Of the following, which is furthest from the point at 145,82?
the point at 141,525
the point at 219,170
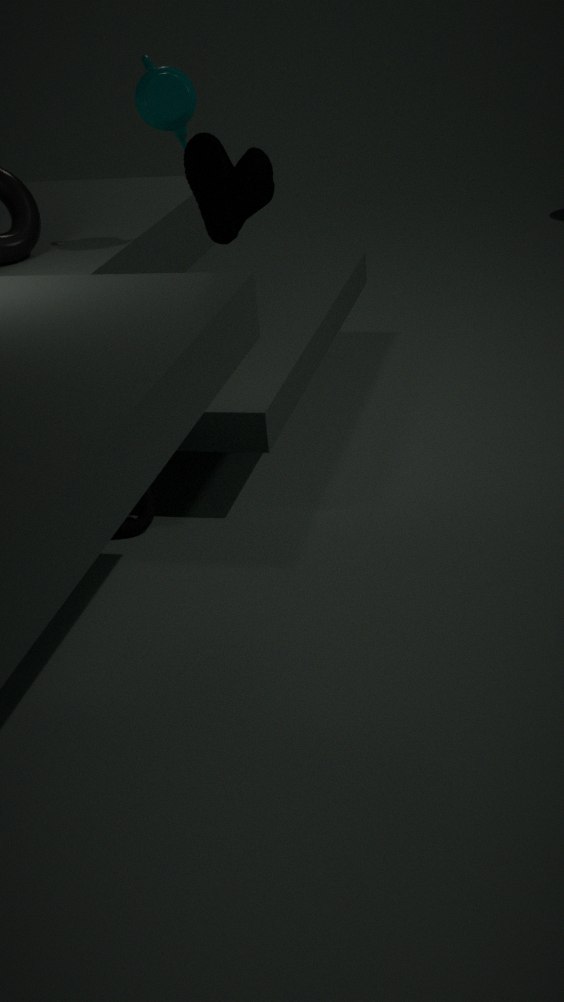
the point at 141,525
